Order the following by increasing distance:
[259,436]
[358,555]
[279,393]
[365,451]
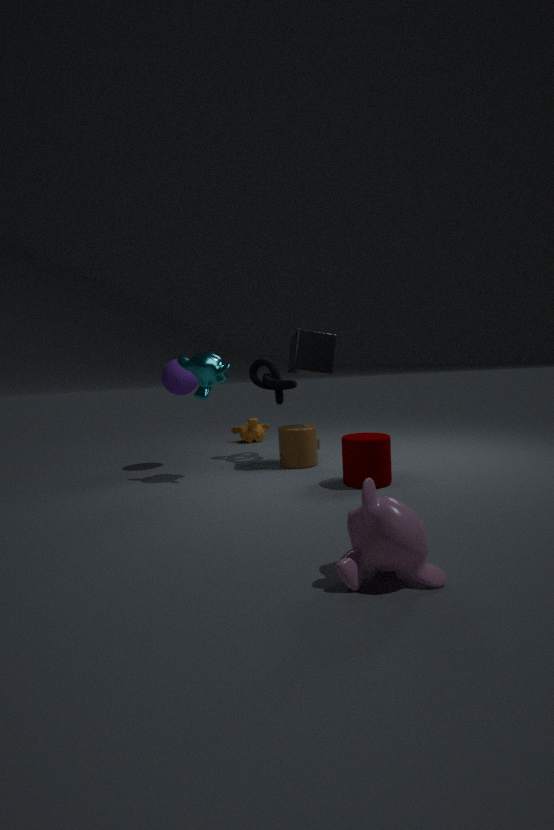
[358,555] → [365,451] → [279,393] → [259,436]
